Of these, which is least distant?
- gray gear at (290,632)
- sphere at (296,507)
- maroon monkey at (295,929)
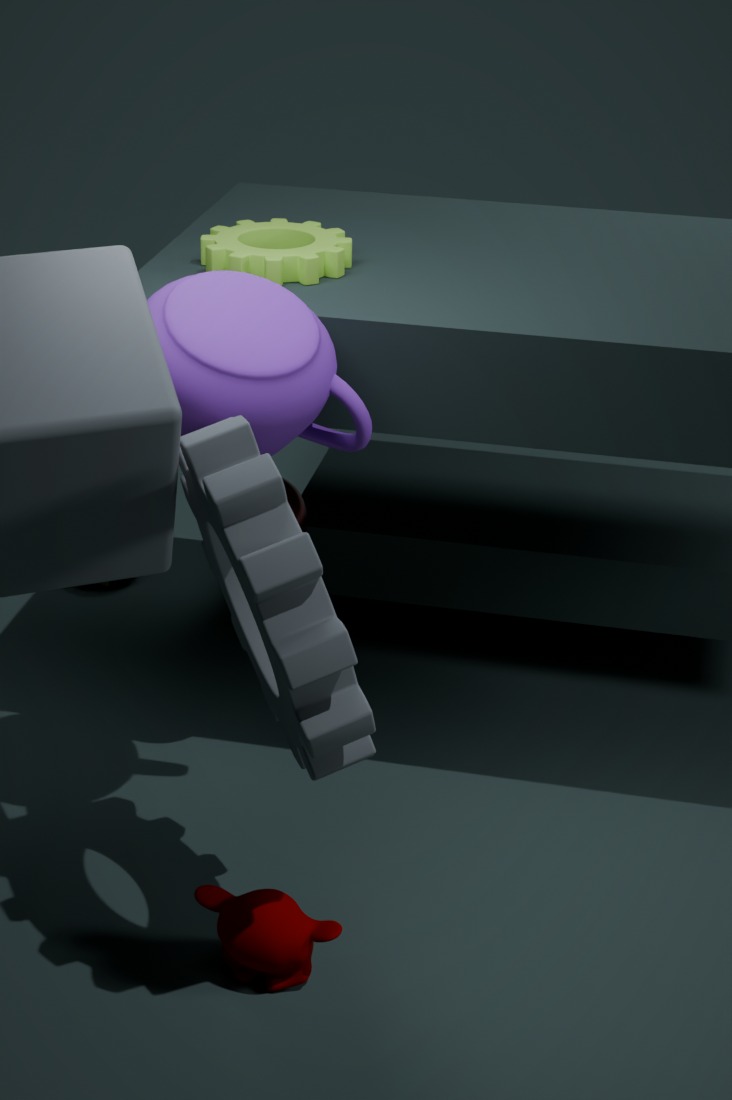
gray gear at (290,632)
